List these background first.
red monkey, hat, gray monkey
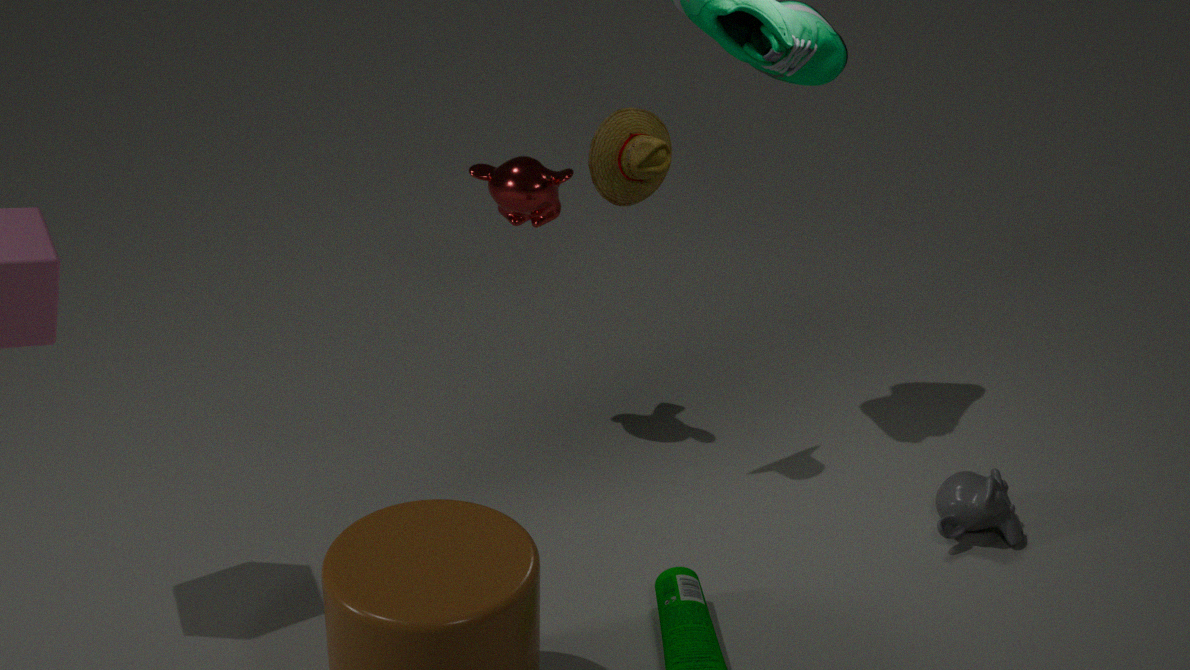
1. red monkey
2. gray monkey
3. hat
